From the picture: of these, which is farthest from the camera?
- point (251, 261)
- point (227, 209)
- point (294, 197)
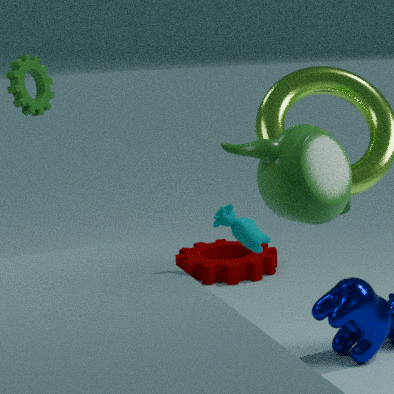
point (251, 261)
